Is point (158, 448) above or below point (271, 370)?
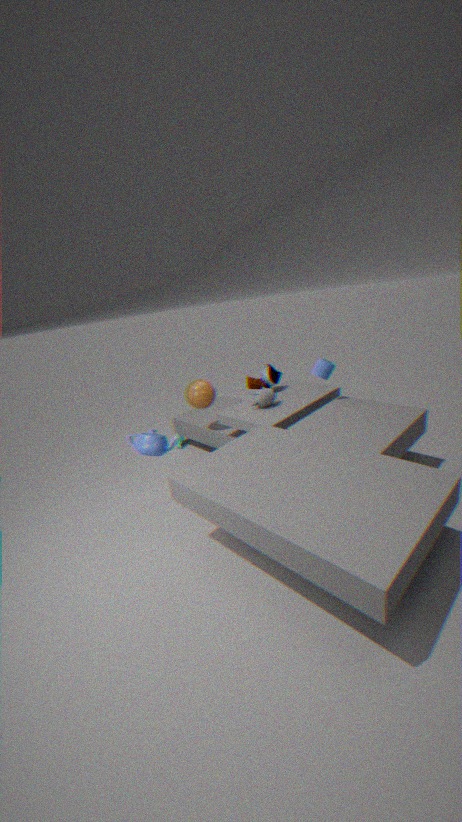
below
